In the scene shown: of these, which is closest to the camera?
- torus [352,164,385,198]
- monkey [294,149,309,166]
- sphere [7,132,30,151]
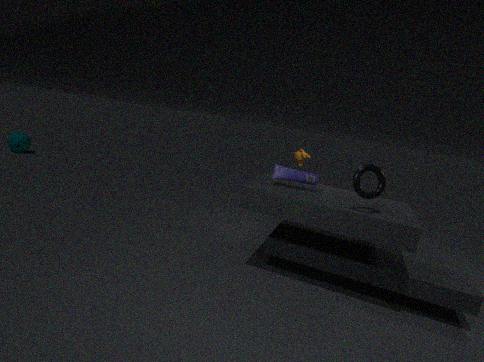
torus [352,164,385,198]
